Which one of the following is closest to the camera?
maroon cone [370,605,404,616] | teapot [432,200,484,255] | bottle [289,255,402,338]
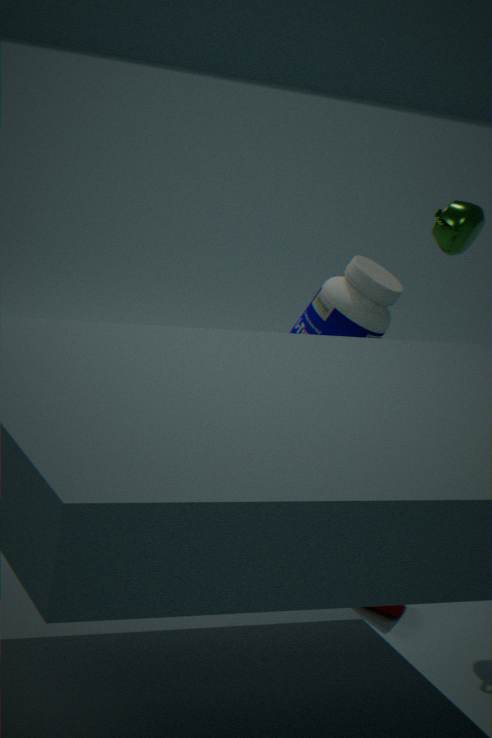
maroon cone [370,605,404,616]
